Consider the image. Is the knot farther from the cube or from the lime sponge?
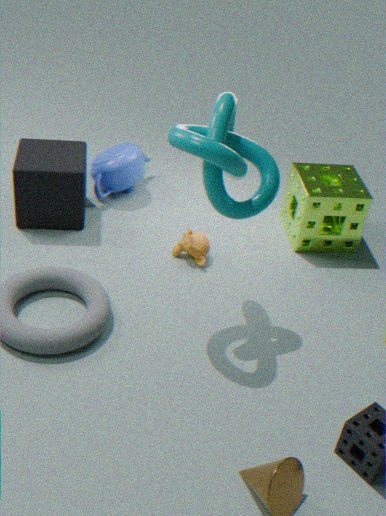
the cube
